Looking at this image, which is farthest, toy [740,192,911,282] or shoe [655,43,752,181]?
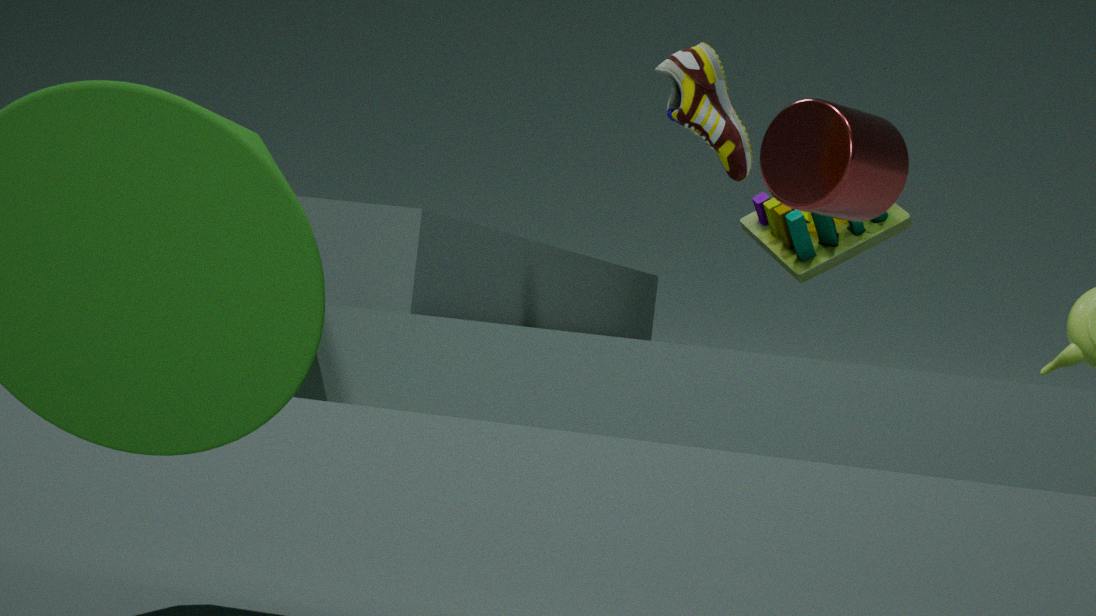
toy [740,192,911,282]
